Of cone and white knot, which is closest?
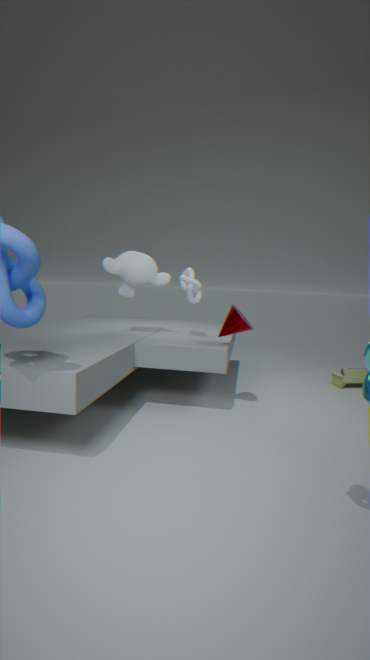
cone
